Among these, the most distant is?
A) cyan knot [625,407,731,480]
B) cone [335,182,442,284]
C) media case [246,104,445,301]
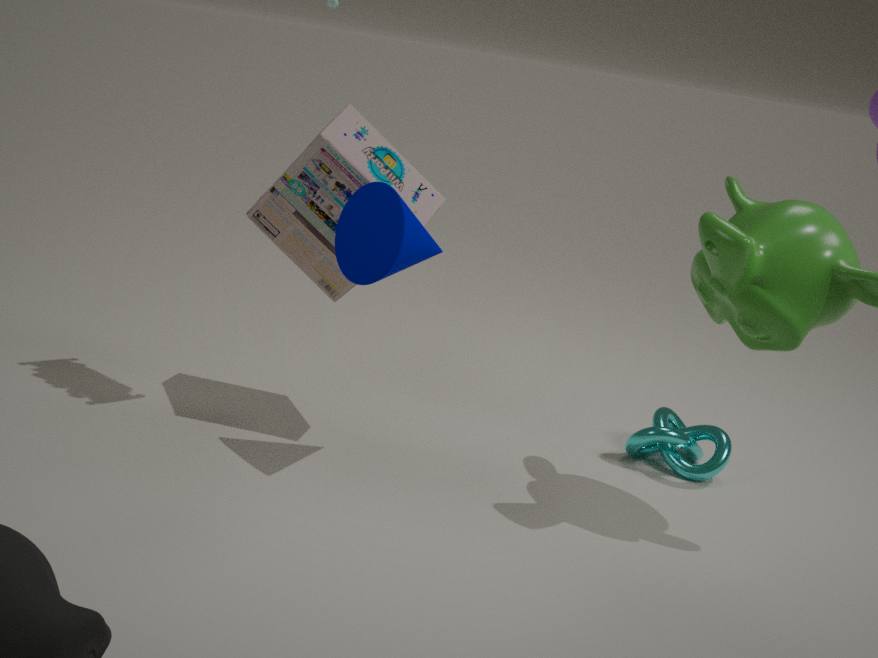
cyan knot [625,407,731,480]
